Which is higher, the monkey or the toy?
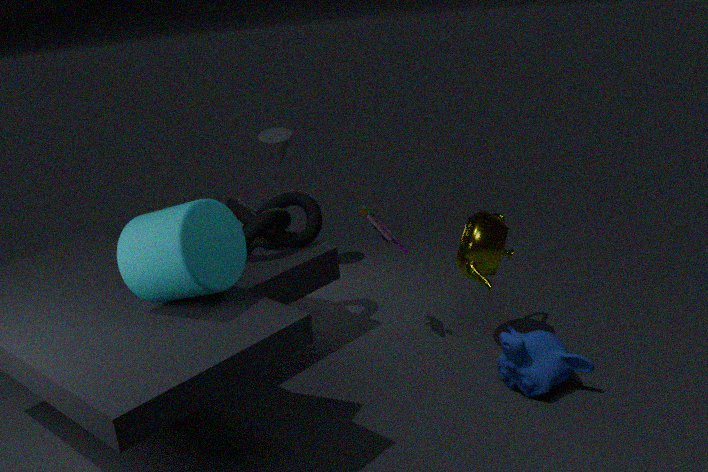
the toy
